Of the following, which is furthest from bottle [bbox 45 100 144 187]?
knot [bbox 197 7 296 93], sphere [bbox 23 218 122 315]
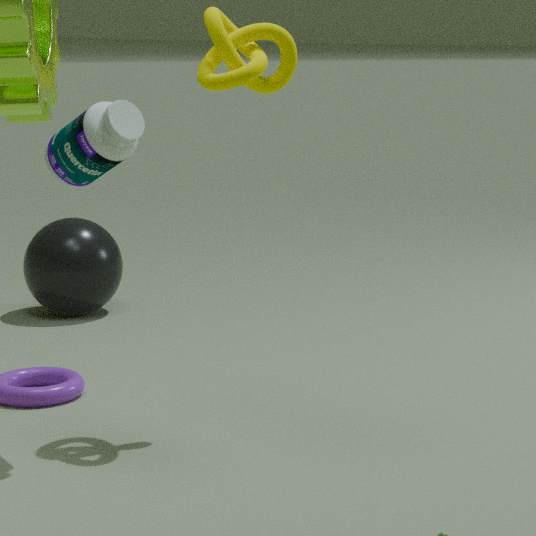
sphere [bbox 23 218 122 315]
